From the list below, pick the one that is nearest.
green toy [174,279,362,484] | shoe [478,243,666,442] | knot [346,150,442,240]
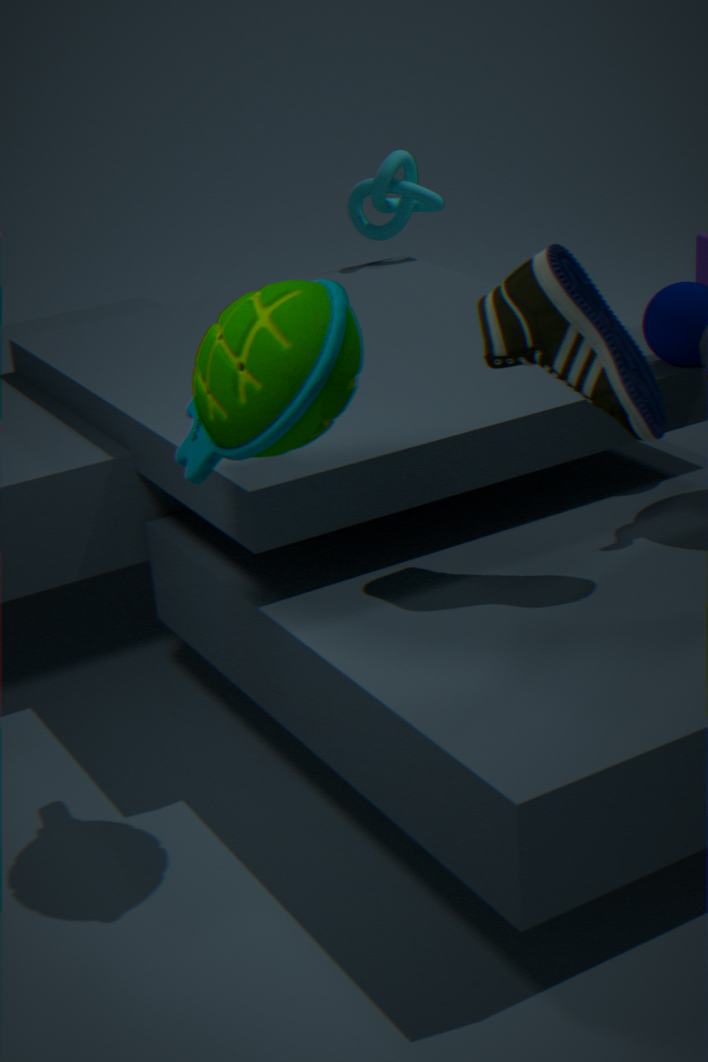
green toy [174,279,362,484]
